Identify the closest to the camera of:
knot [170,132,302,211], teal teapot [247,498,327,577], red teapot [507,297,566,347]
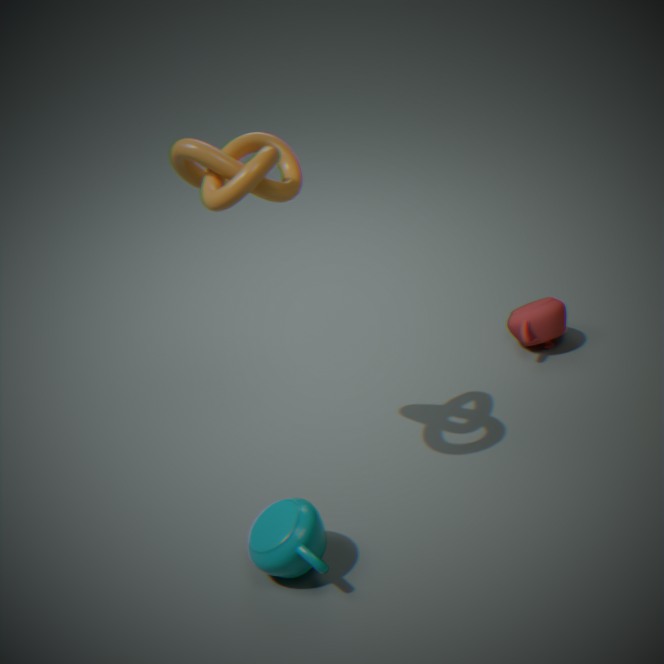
knot [170,132,302,211]
